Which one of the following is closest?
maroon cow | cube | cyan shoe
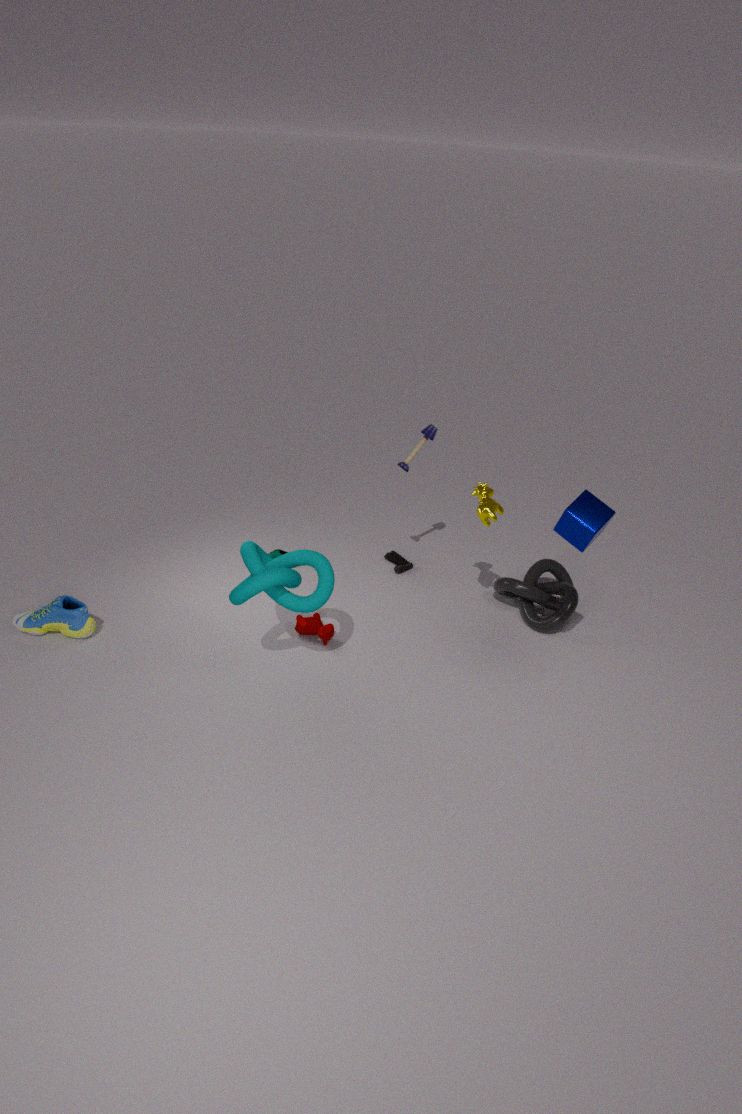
cube
